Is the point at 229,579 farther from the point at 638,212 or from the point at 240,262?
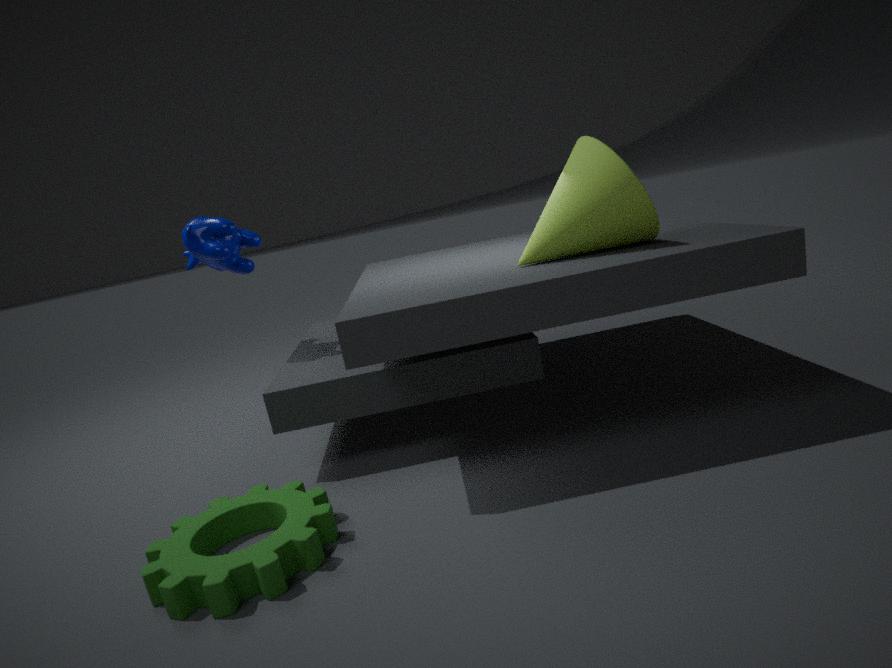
the point at 638,212
